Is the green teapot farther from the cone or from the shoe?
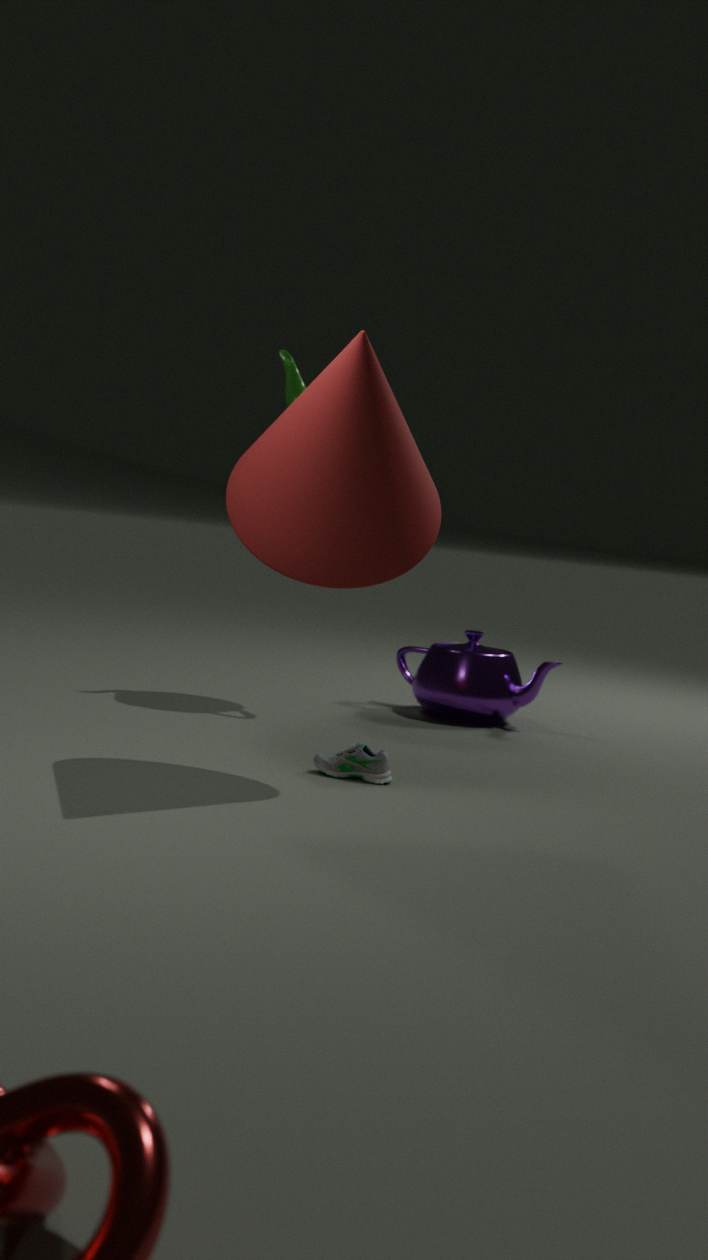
the shoe
